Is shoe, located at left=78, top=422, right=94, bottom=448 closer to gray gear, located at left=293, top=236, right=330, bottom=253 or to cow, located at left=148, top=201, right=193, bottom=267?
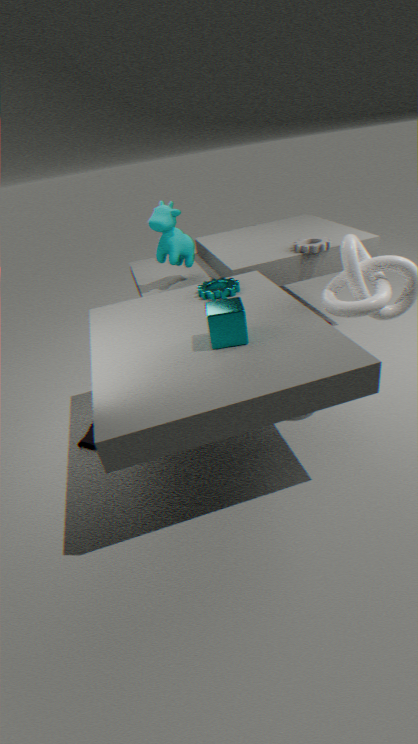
cow, located at left=148, top=201, right=193, bottom=267
